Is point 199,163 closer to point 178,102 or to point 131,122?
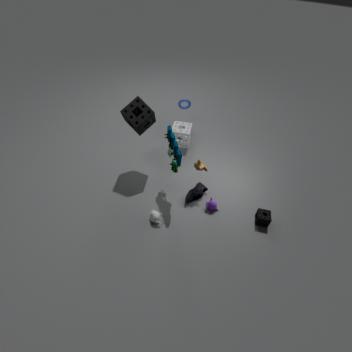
point 131,122
